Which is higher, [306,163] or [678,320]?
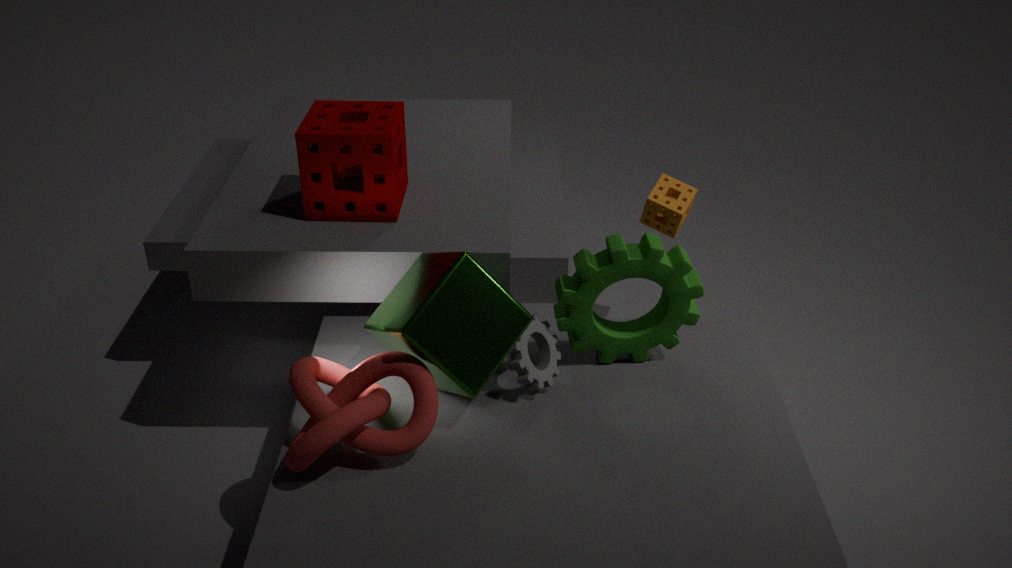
[306,163]
